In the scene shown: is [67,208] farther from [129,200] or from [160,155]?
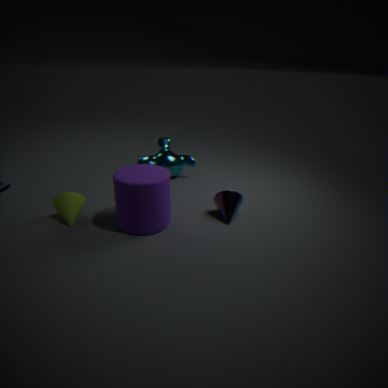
[160,155]
